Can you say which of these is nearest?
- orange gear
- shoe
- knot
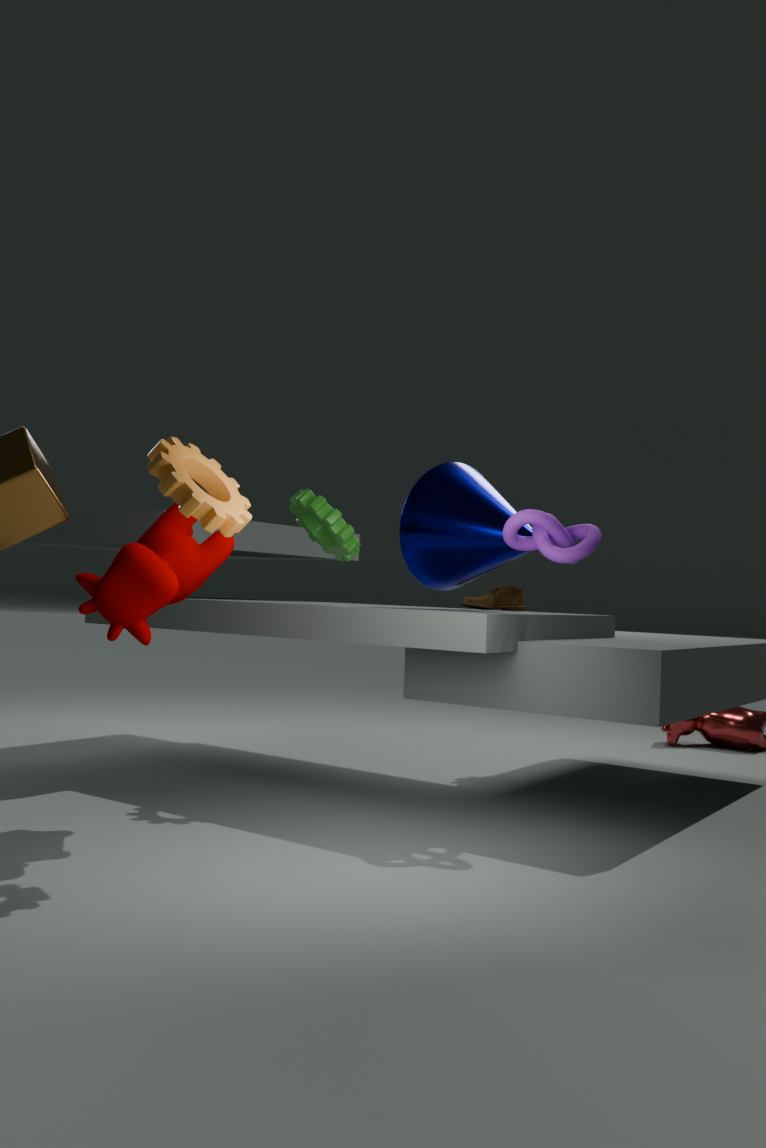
orange gear
